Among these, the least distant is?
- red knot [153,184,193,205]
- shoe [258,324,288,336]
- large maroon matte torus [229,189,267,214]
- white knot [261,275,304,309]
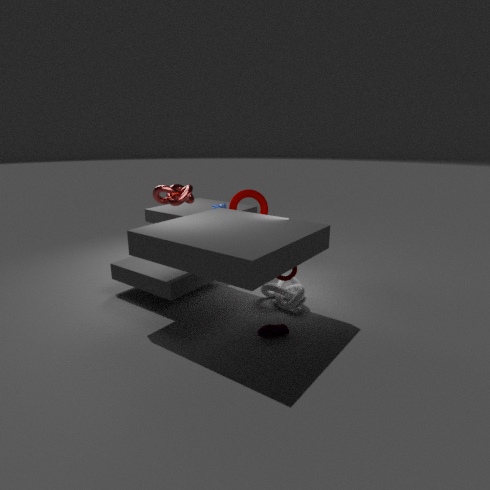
shoe [258,324,288,336]
